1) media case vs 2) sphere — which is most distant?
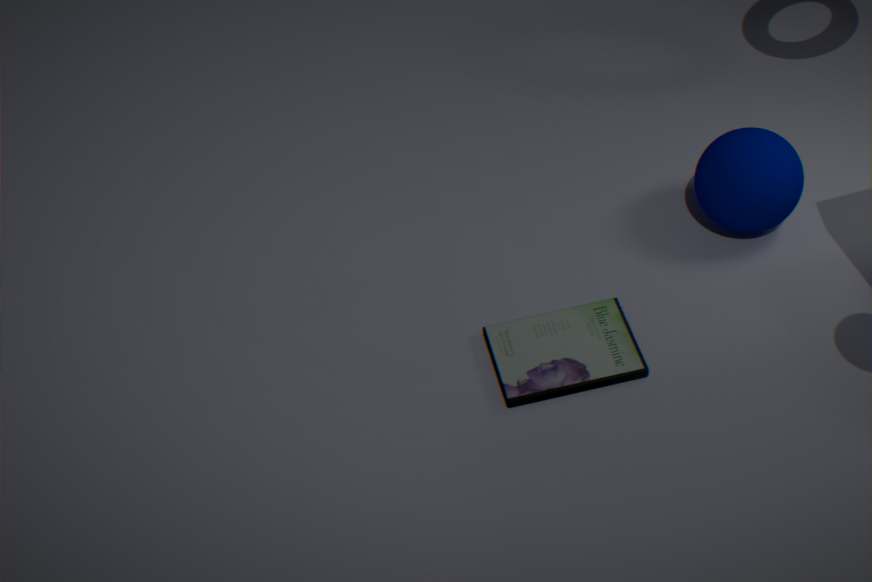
2. sphere
